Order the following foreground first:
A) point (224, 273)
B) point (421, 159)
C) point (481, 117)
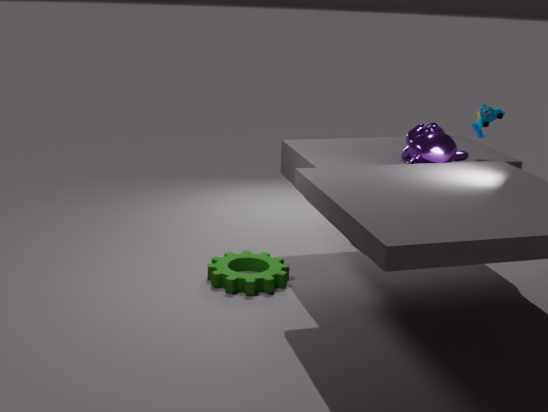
point (421, 159) → point (224, 273) → point (481, 117)
